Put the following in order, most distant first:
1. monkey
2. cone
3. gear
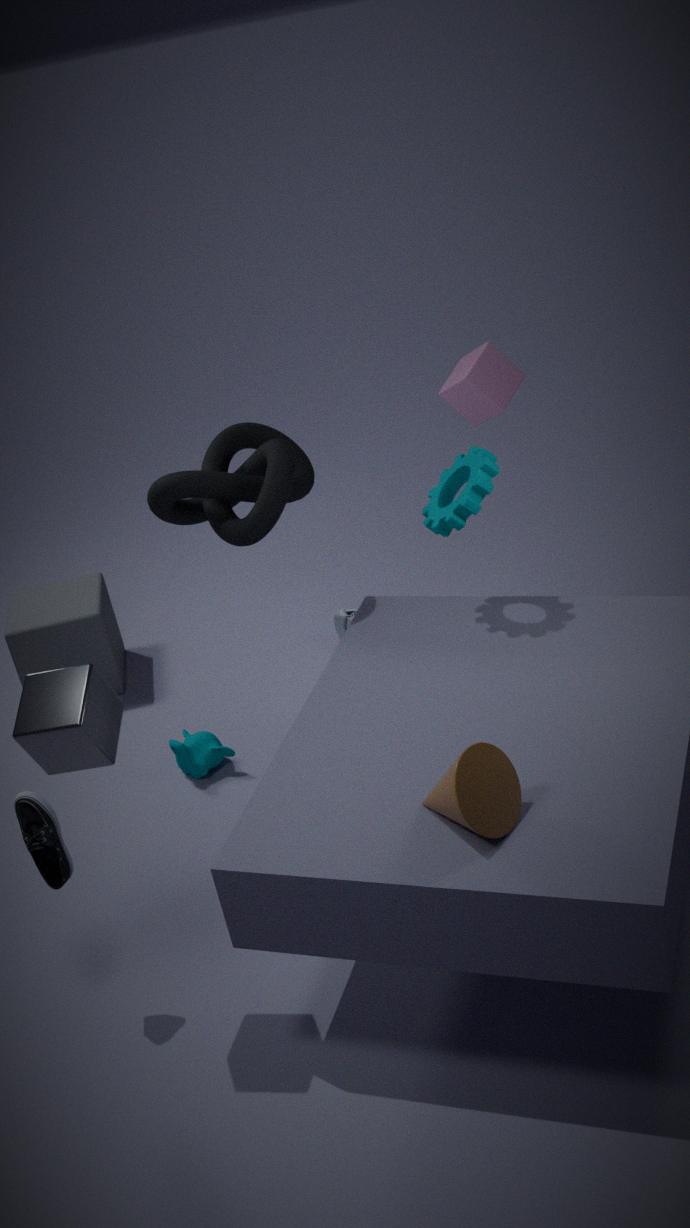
monkey → gear → cone
